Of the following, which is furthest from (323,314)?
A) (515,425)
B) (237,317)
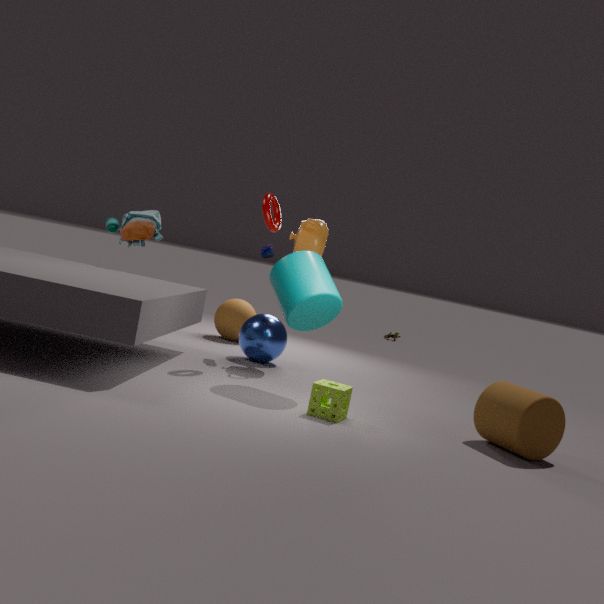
(237,317)
